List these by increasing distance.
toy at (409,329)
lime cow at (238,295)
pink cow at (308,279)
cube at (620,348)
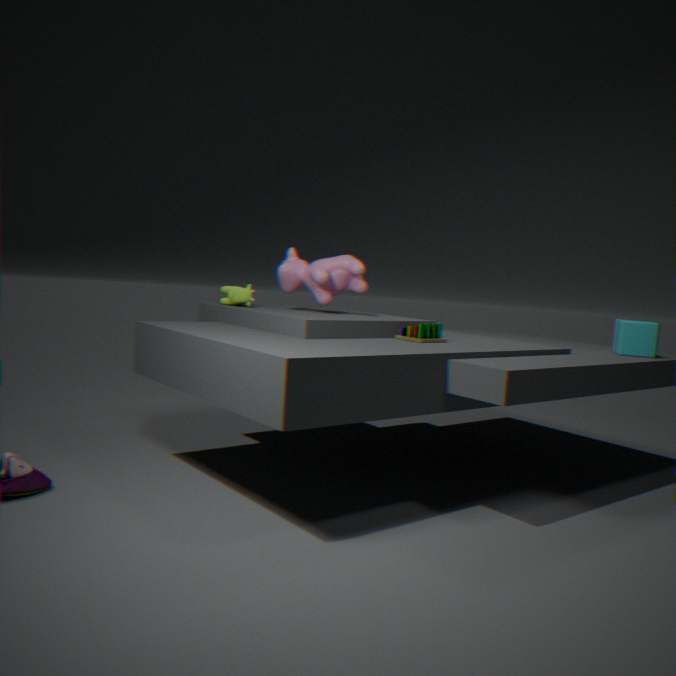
1. toy at (409,329)
2. cube at (620,348)
3. pink cow at (308,279)
4. lime cow at (238,295)
